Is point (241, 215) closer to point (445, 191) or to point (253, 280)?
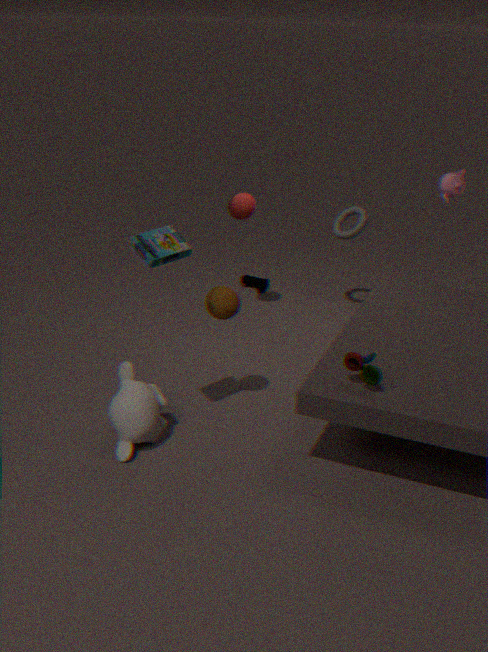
point (253, 280)
